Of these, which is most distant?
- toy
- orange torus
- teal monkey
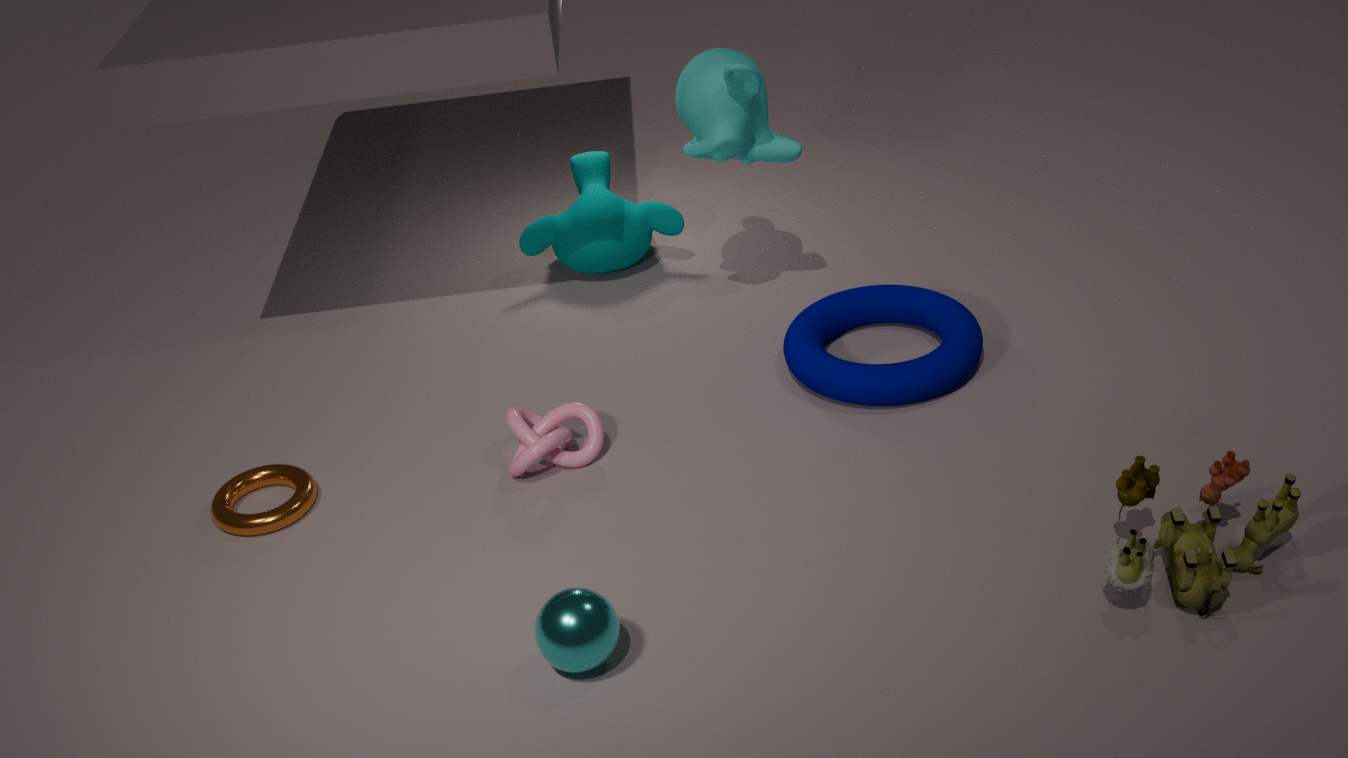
teal monkey
